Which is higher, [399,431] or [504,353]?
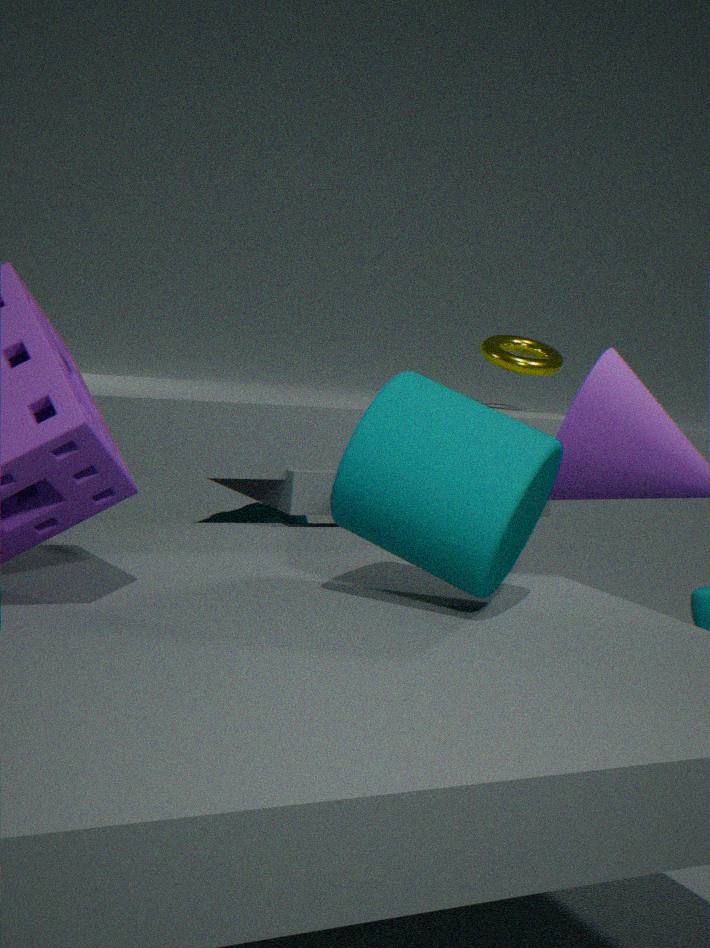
[504,353]
